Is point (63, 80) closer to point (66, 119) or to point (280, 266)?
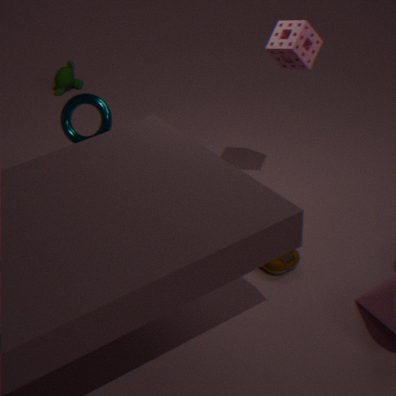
point (66, 119)
